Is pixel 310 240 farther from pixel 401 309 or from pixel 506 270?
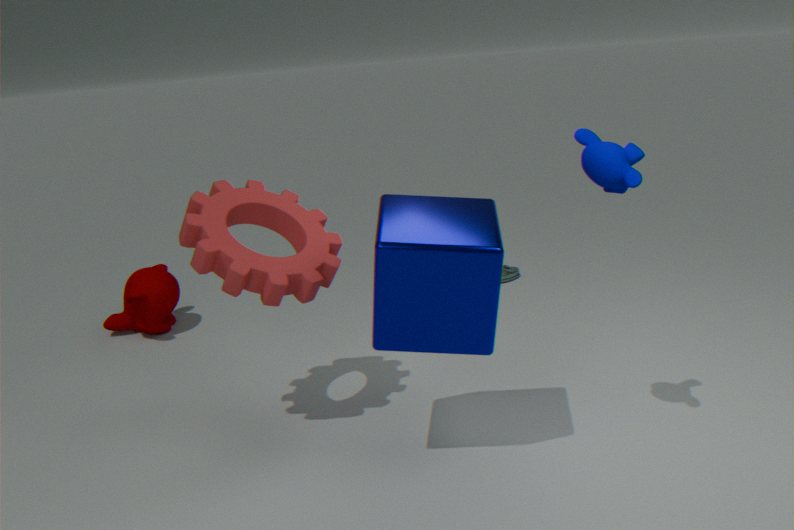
pixel 506 270
